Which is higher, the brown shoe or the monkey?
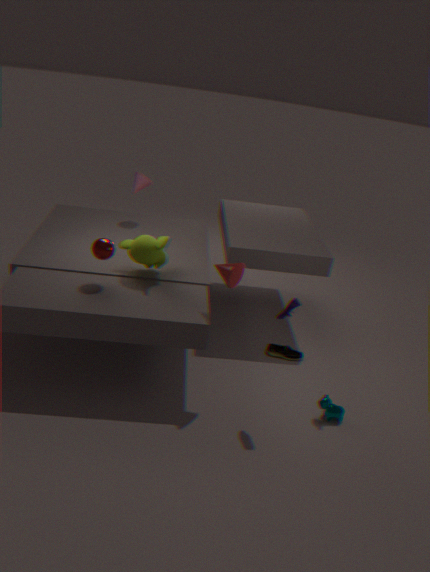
the monkey
